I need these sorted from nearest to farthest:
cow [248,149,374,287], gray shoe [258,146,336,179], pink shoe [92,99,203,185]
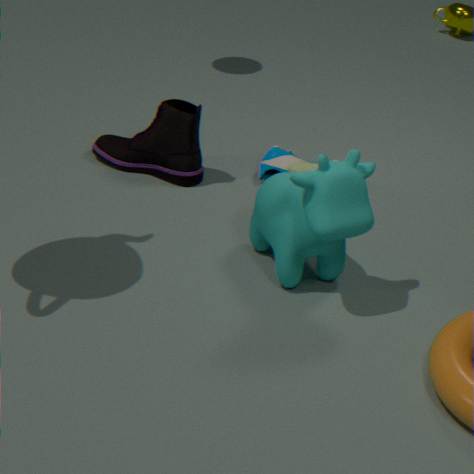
cow [248,149,374,287] → pink shoe [92,99,203,185] → gray shoe [258,146,336,179]
